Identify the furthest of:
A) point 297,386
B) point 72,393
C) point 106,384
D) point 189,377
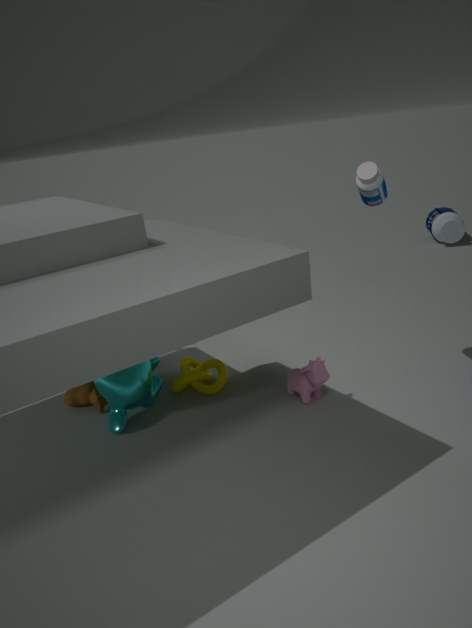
point 72,393
